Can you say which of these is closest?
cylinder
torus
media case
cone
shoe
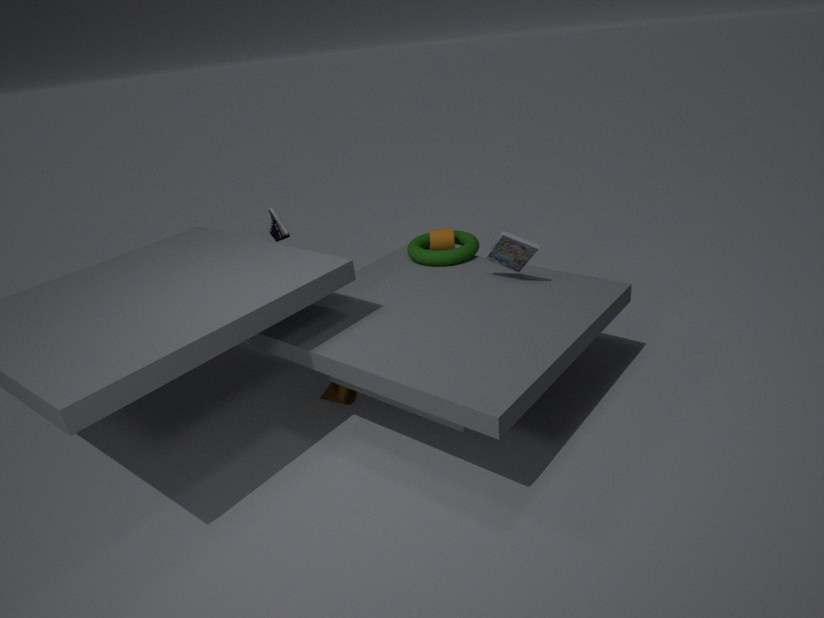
media case
